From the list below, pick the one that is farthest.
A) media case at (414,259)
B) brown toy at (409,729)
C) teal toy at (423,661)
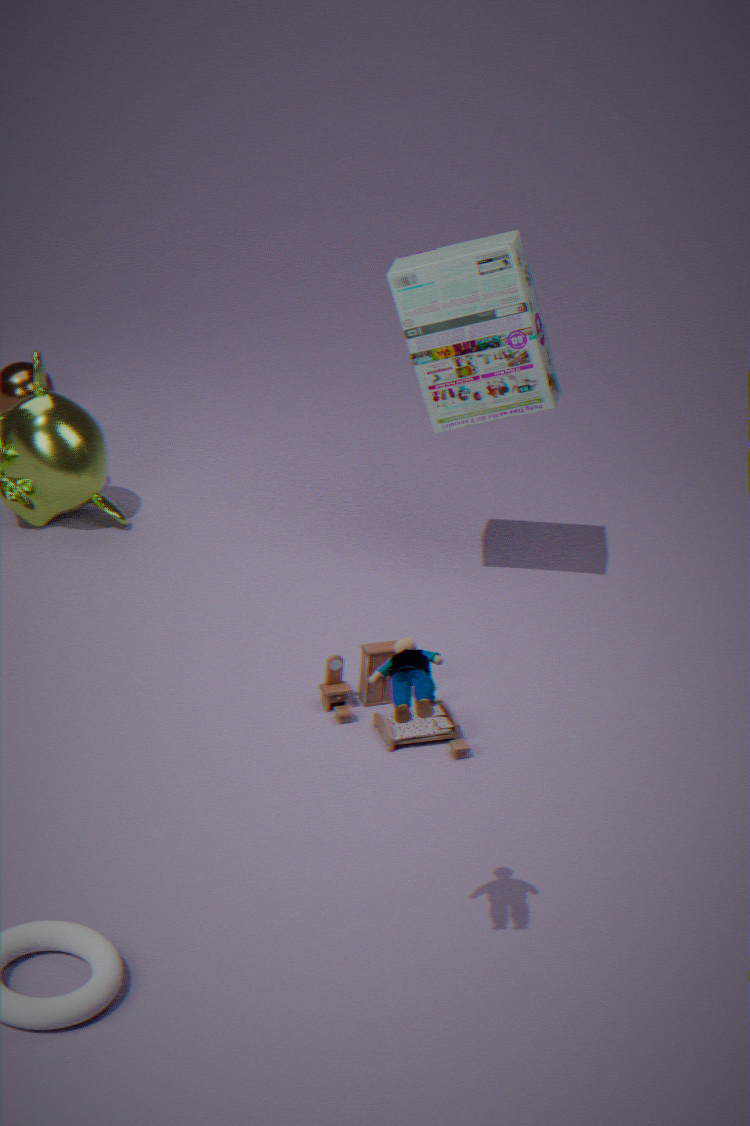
media case at (414,259)
